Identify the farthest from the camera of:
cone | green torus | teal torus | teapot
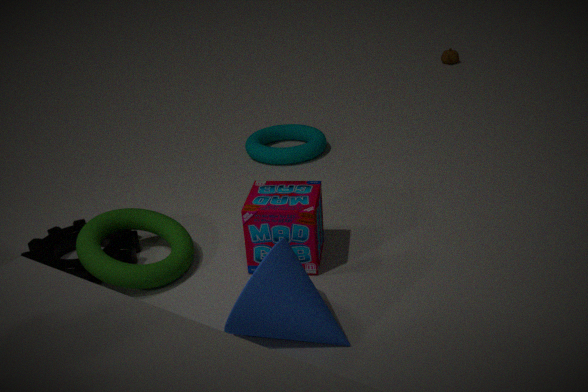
teapot
